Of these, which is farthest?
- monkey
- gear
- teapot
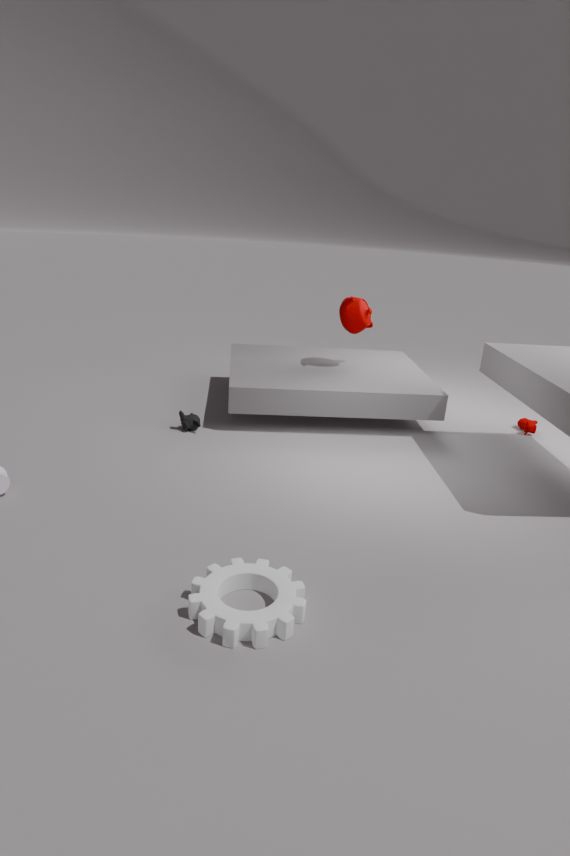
teapot
